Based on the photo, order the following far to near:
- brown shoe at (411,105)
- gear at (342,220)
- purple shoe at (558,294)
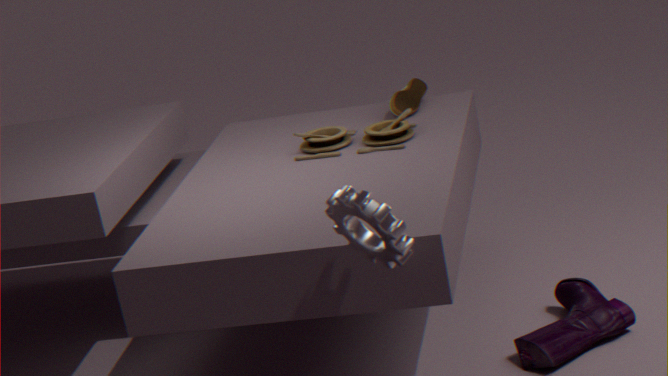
brown shoe at (411,105)
purple shoe at (558,294)
gear at (342,220)
